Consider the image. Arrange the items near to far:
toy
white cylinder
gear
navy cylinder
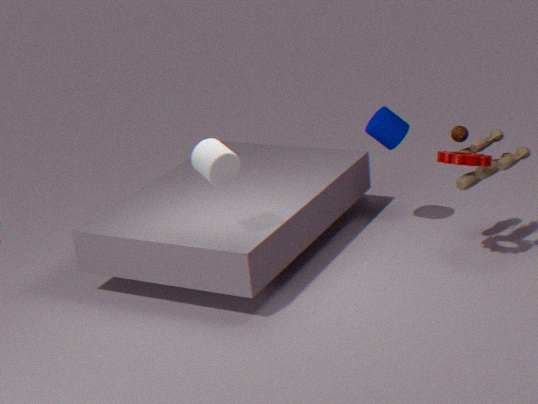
white cylinder < gear < toy < navy cylinder
